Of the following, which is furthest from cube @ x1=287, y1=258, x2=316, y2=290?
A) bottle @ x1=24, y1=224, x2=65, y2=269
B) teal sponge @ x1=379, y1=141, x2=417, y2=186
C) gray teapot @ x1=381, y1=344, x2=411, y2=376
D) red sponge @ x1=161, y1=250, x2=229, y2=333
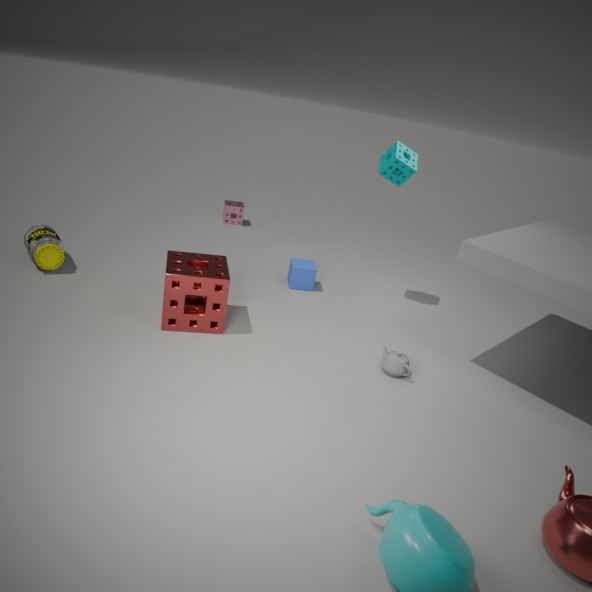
bottle @ x1=24, y1=224, x2=65, y2=269
